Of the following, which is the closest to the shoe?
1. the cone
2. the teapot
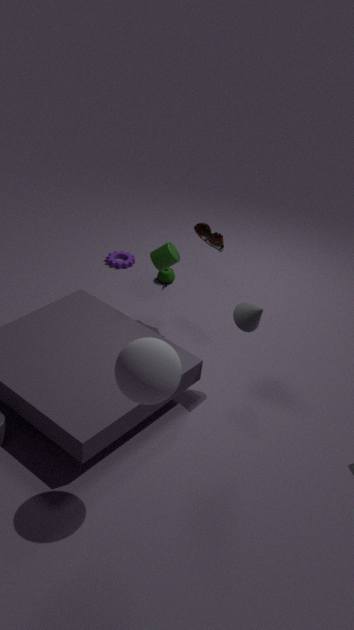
the cone
